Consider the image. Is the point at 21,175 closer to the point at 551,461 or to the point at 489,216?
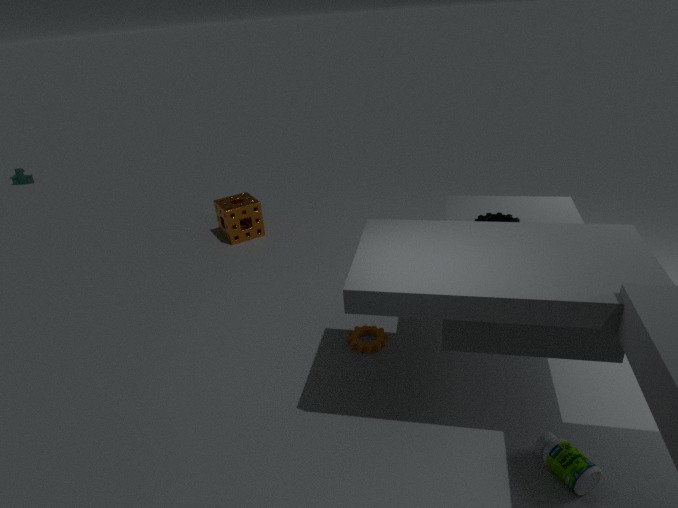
the point at 489,216
